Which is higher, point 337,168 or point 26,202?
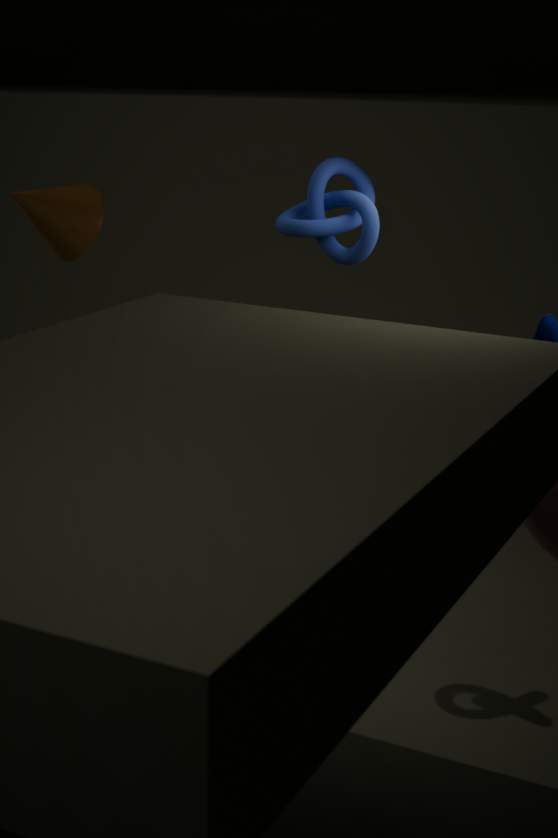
point 337,168
